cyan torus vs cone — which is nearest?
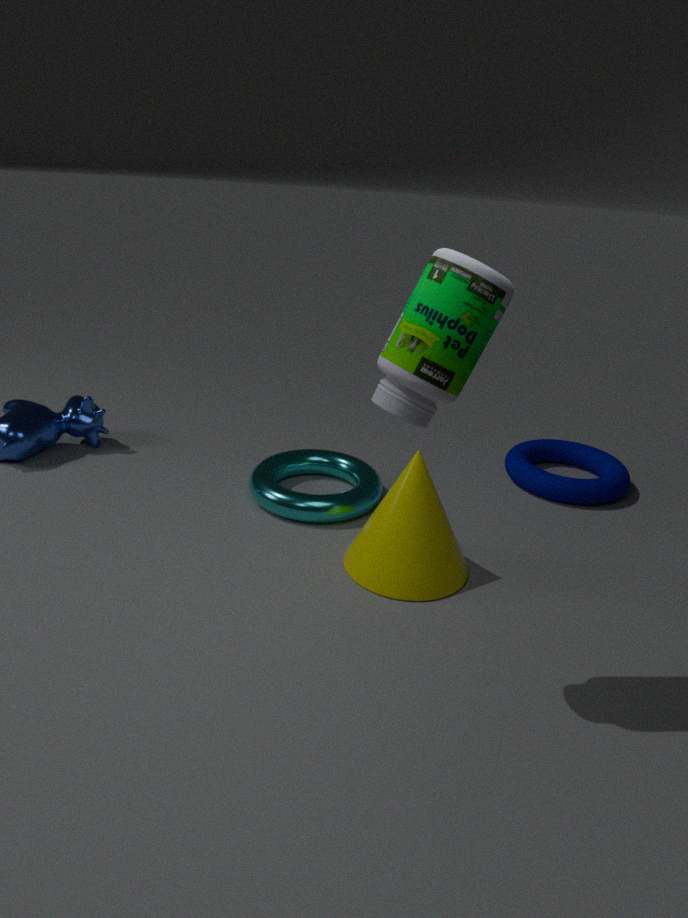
cone
